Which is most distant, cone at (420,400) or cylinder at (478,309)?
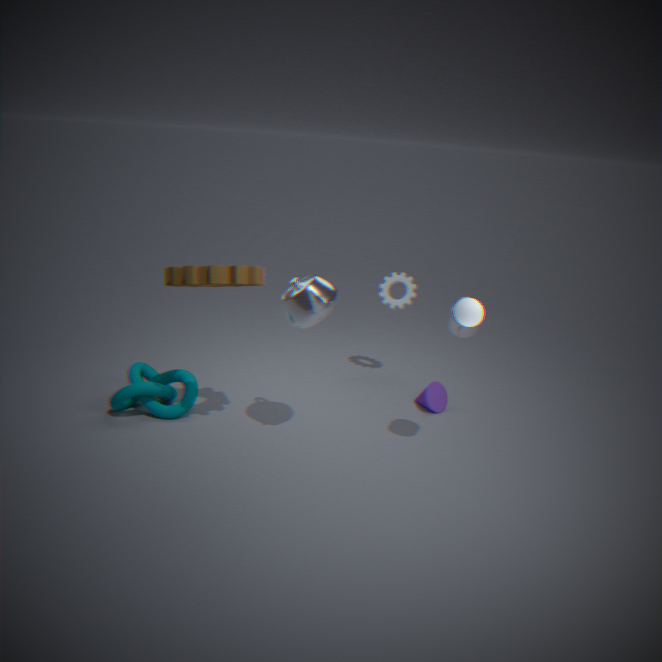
cone at (420,400)
